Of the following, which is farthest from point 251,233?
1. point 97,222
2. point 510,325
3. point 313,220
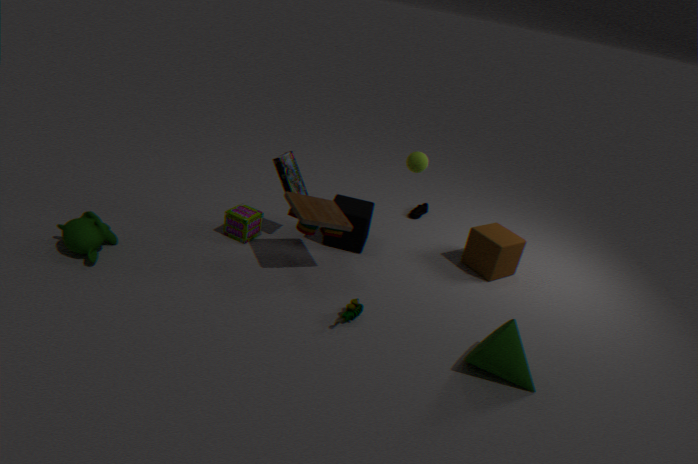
point 510,325
